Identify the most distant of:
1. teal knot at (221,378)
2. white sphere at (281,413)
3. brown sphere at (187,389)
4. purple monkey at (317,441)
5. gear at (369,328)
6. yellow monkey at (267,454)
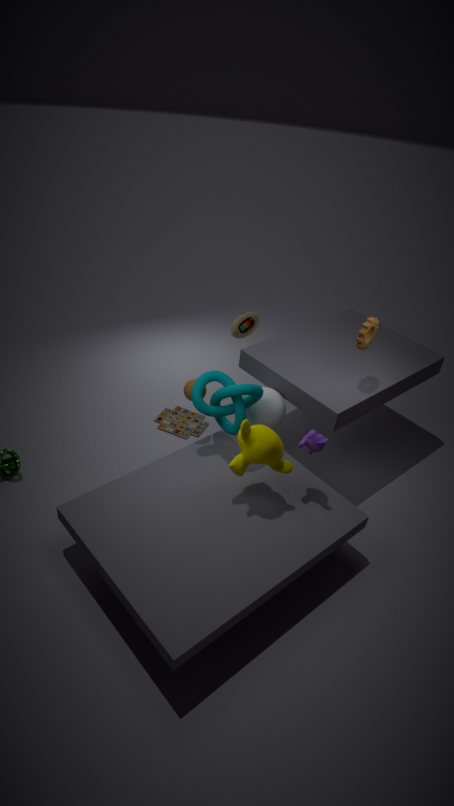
white sphere at (281,413)
